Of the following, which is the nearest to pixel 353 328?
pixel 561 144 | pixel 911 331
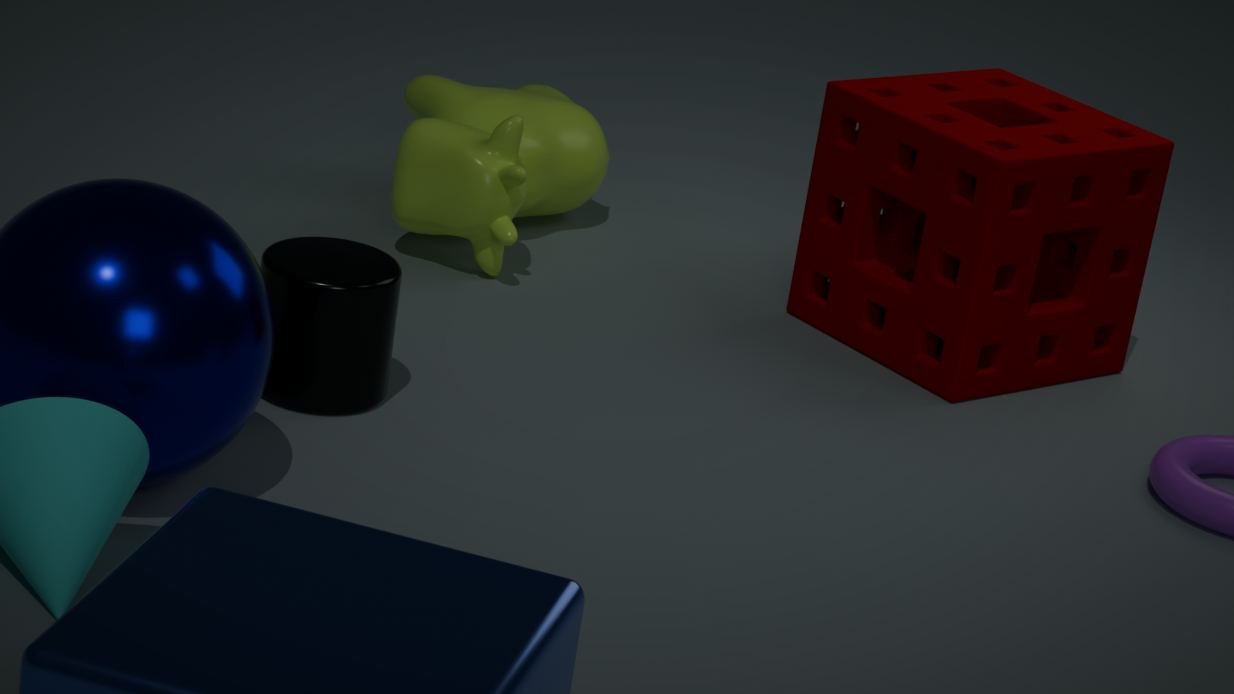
pixel 561 144
